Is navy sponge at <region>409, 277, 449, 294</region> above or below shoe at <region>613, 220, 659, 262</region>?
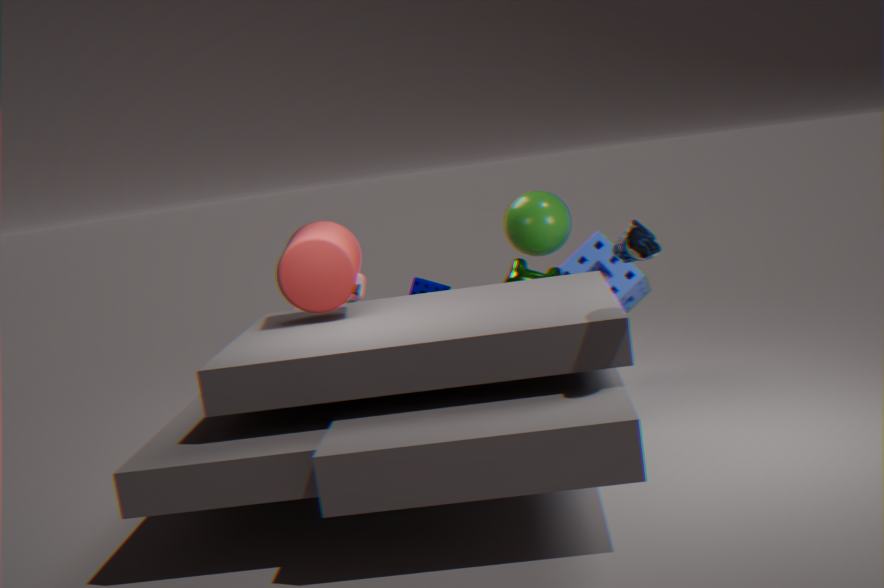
below
